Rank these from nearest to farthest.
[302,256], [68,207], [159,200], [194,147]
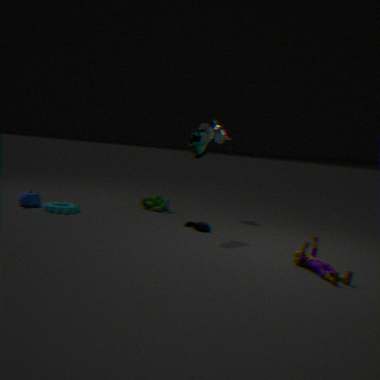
[302,256] < [194,147] < [68,207] < [159,200]
